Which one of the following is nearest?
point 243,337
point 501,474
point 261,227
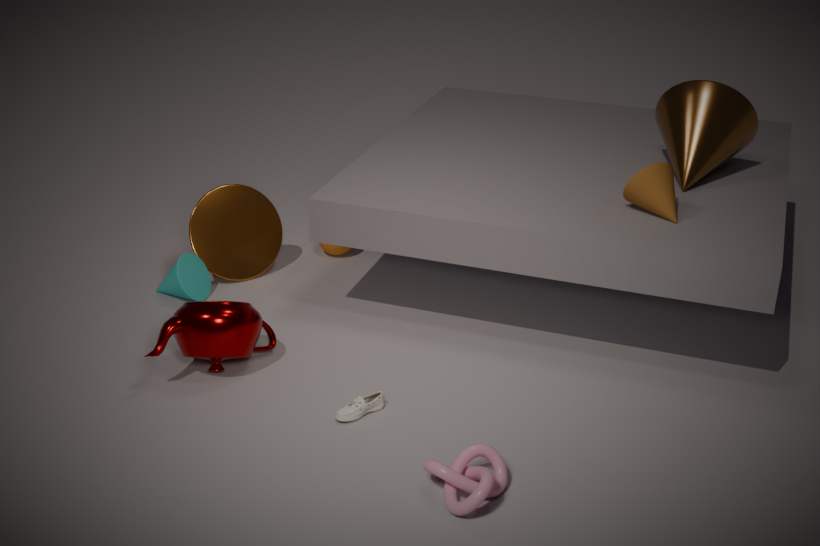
point 501,474
